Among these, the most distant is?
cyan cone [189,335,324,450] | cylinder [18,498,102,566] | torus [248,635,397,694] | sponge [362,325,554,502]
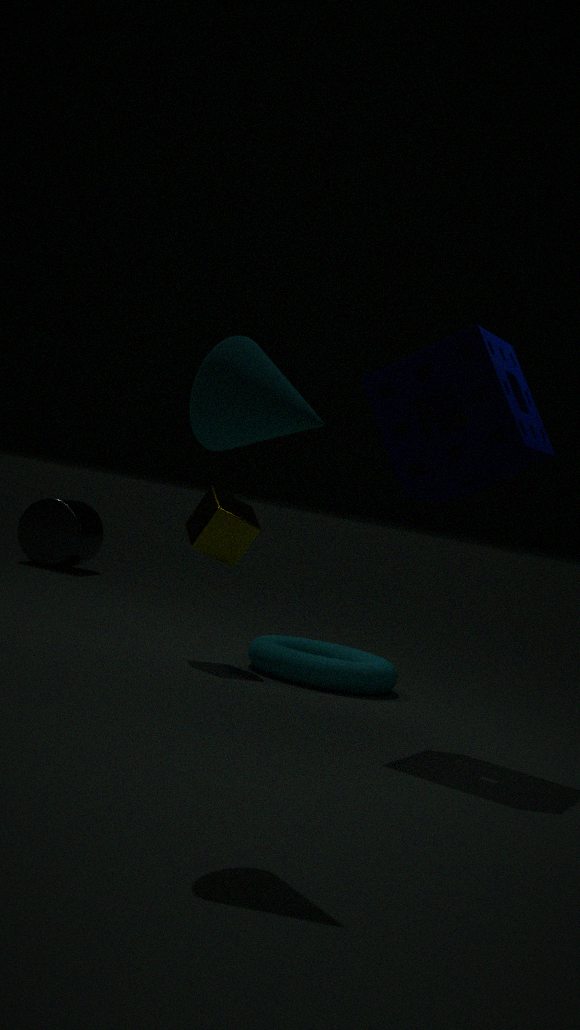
cylinder [18,498,102,566]
